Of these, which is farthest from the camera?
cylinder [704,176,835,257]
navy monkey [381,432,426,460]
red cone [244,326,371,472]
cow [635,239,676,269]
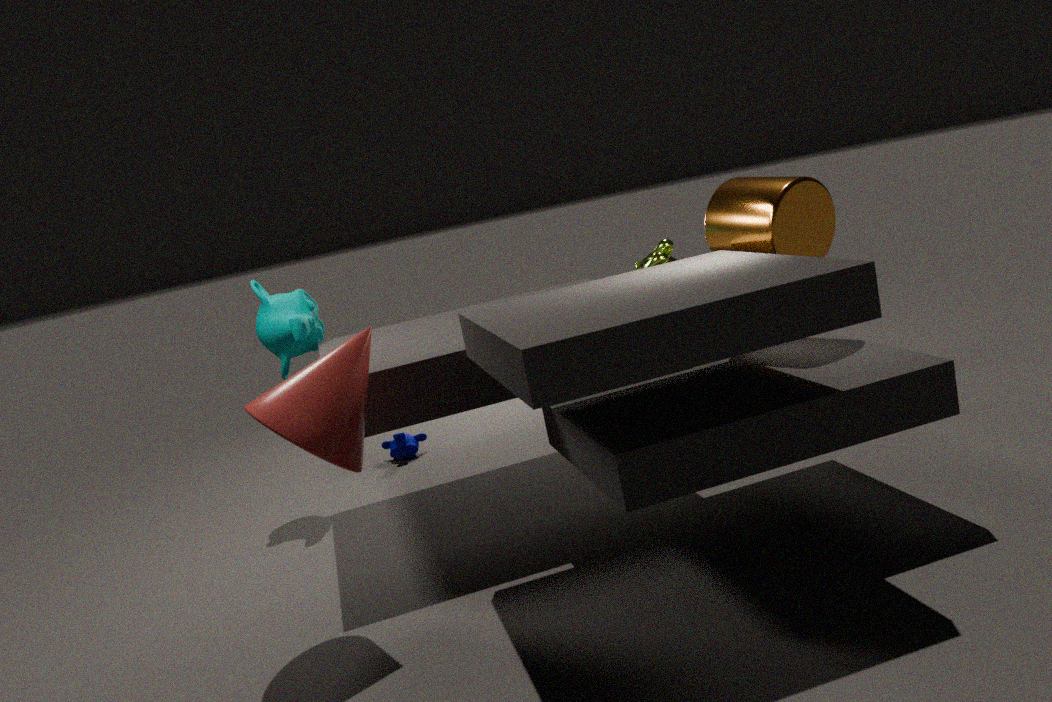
navy monkey [381,432,426,460]
